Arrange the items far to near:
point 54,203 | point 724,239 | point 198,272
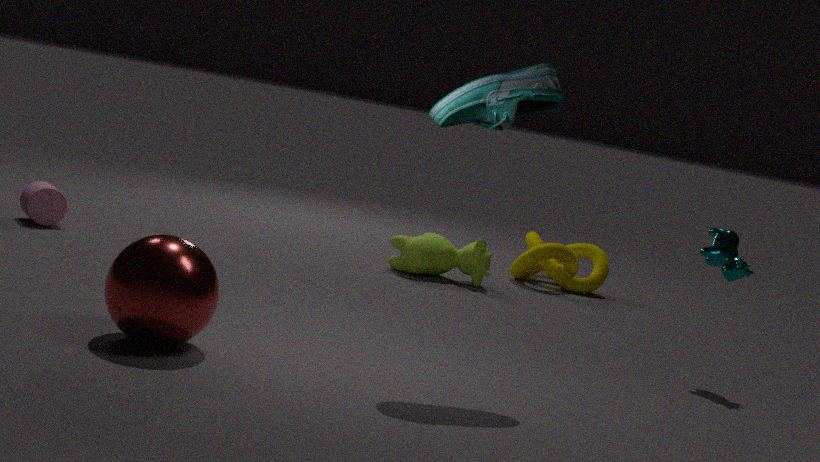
point 54,203 < point 724,239 < point 198,272
